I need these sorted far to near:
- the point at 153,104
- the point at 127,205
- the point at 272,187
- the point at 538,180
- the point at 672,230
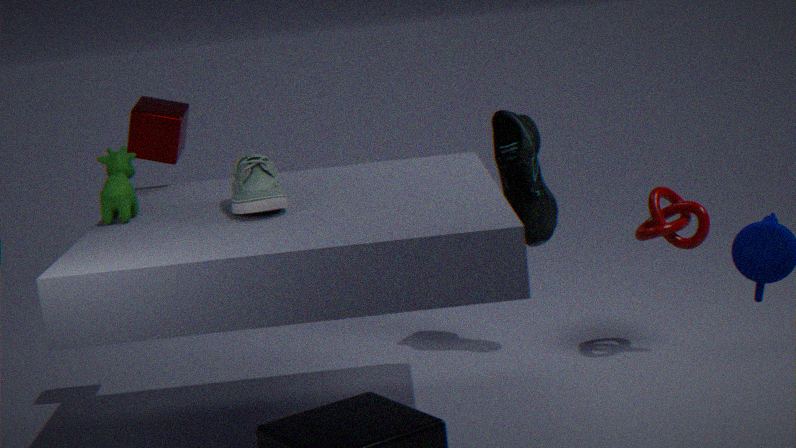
the point at 538,180 < the point at 153,104 < the point at 672,230 < the point at 127,205 < the point at 272,187
